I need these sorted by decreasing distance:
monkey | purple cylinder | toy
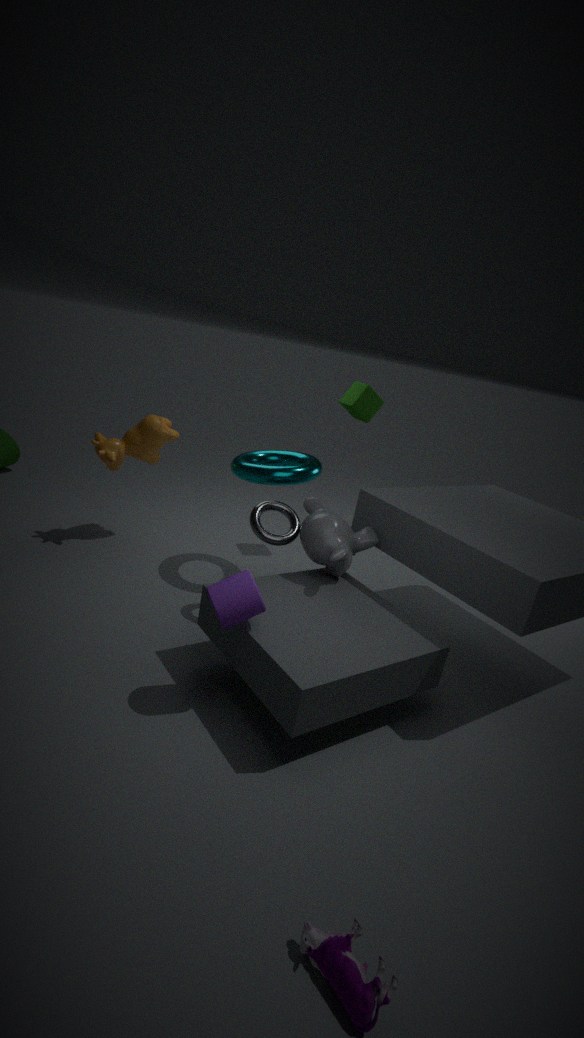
monkey < purple cylinder < toy
